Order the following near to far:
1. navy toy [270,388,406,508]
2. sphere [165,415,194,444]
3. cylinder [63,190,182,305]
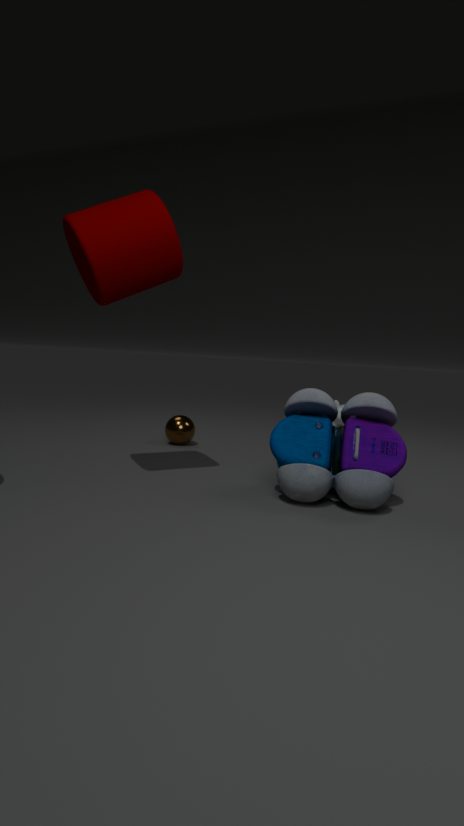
cylinder [63,190,182,305] → navy toy [270,388,406,508] → sphere [165,415,194,444]
